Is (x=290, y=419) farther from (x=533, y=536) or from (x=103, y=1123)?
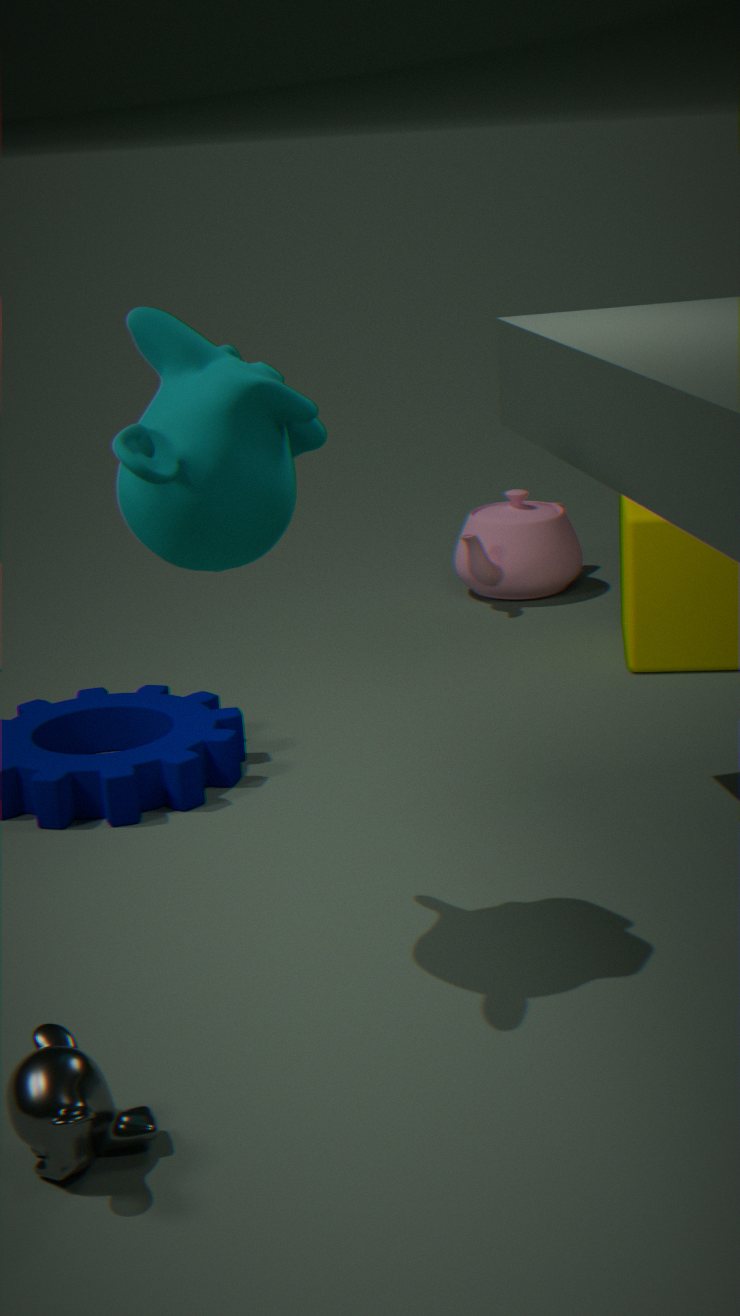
(x=533, y=536)
